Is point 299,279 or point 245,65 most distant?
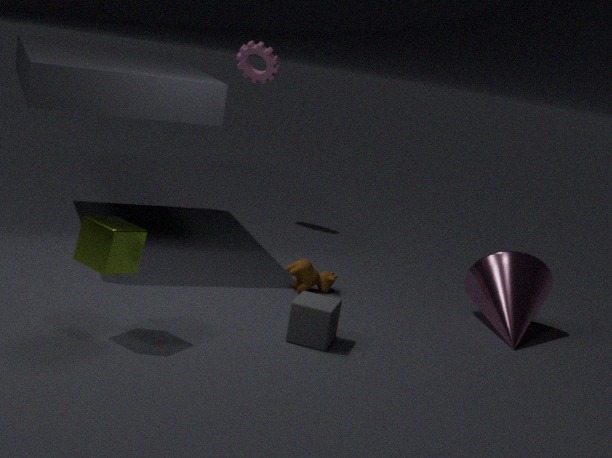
point 245,65
